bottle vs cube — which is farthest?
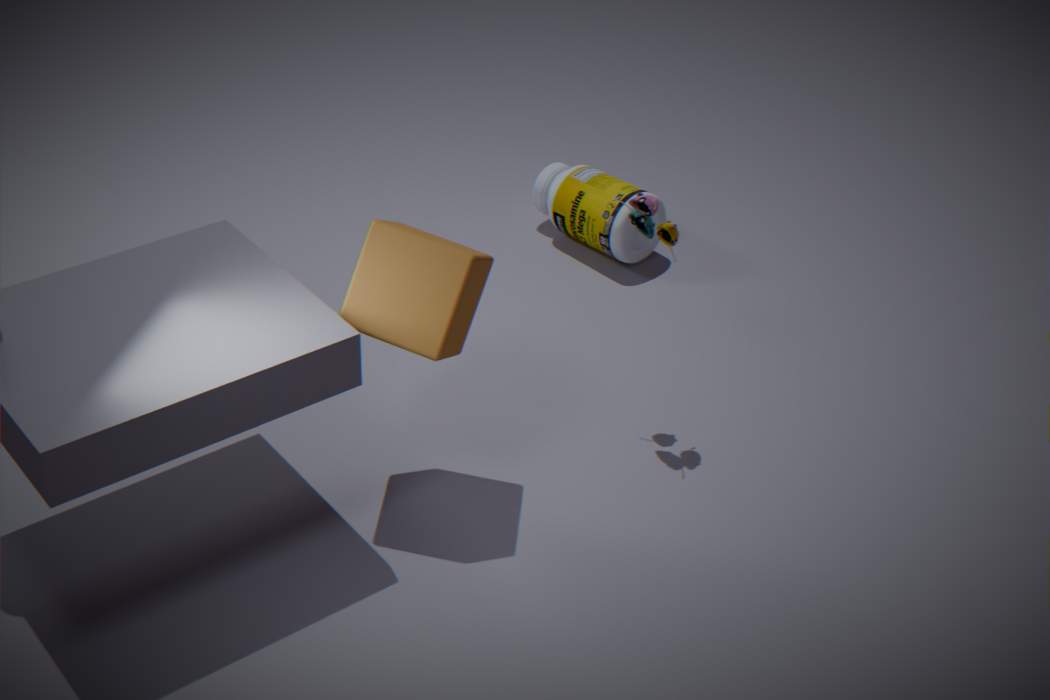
bottle
